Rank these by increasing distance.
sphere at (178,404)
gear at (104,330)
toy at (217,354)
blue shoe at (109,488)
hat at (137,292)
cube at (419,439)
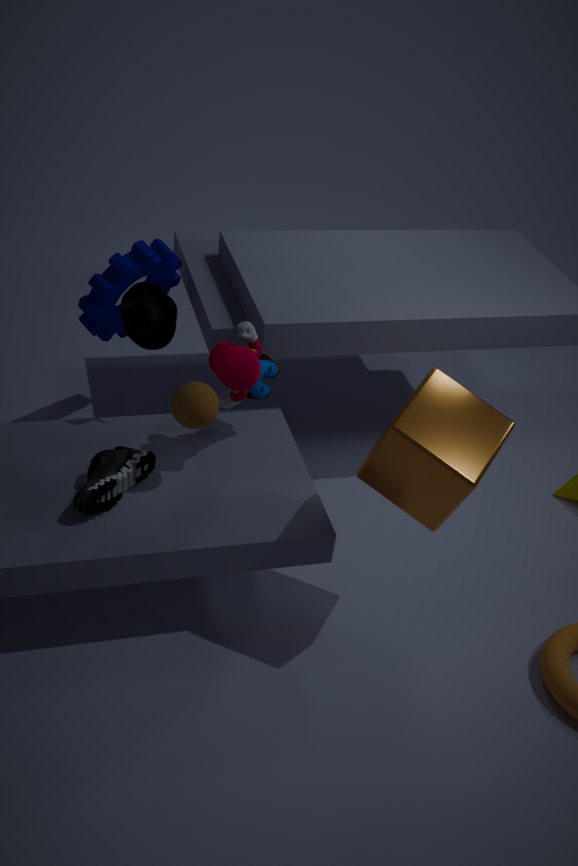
cube at (419,439)
blue shoe at (109,488)
sphere at (178,404)
toy at (217,354)
hat at (137,292)
gear at (104,330)
